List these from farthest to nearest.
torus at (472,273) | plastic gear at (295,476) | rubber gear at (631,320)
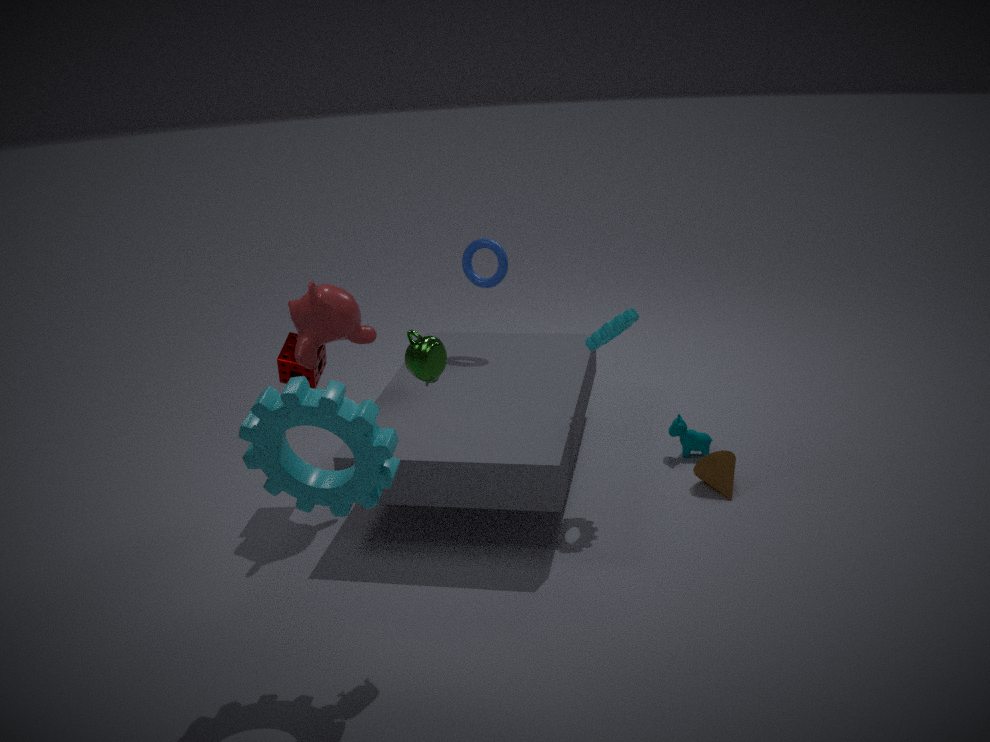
torus at (472,273) → rubber gear at (631,320) → plastic gear at (295,476)
